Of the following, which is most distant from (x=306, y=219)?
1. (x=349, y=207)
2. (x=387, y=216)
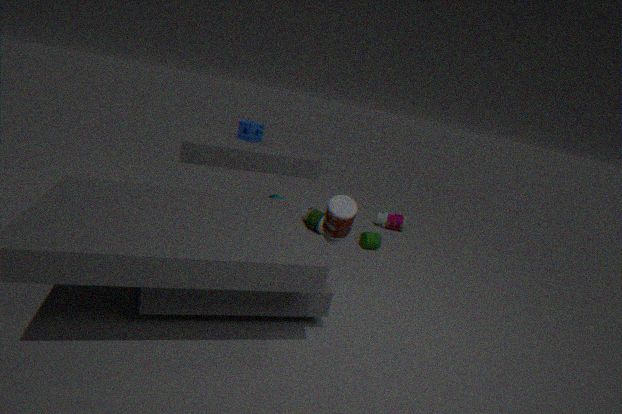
(x=349, y=207)
